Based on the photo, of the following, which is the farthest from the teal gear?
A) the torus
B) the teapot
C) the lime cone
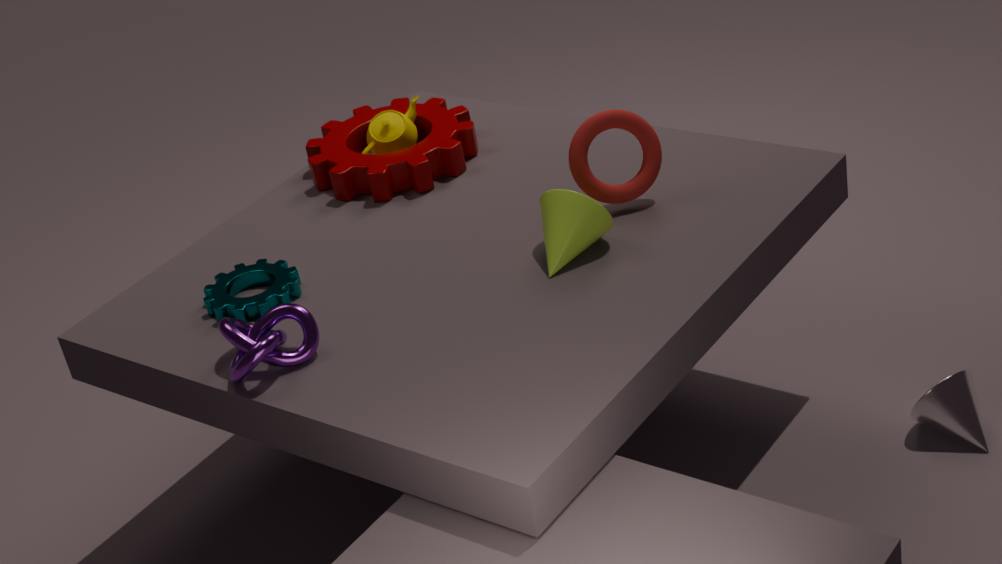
the torus
